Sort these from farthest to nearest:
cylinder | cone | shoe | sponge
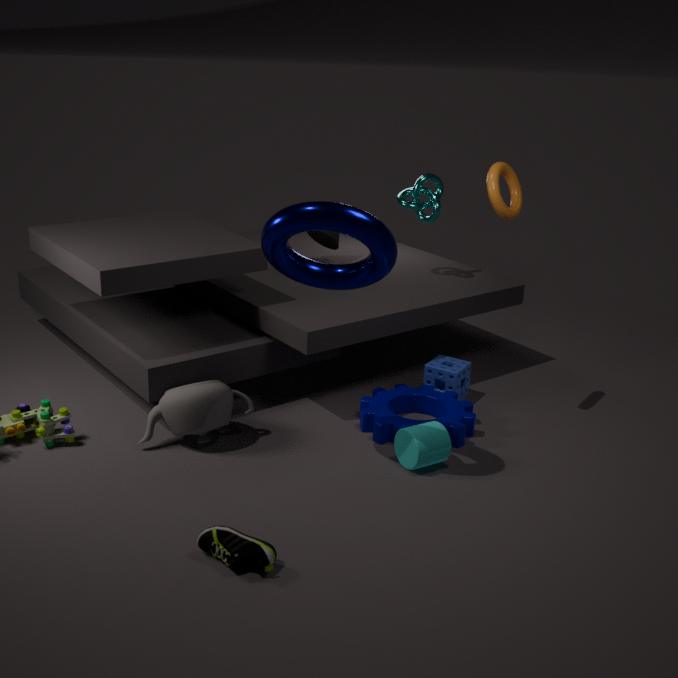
cone → sponge → cylinder → shoe
